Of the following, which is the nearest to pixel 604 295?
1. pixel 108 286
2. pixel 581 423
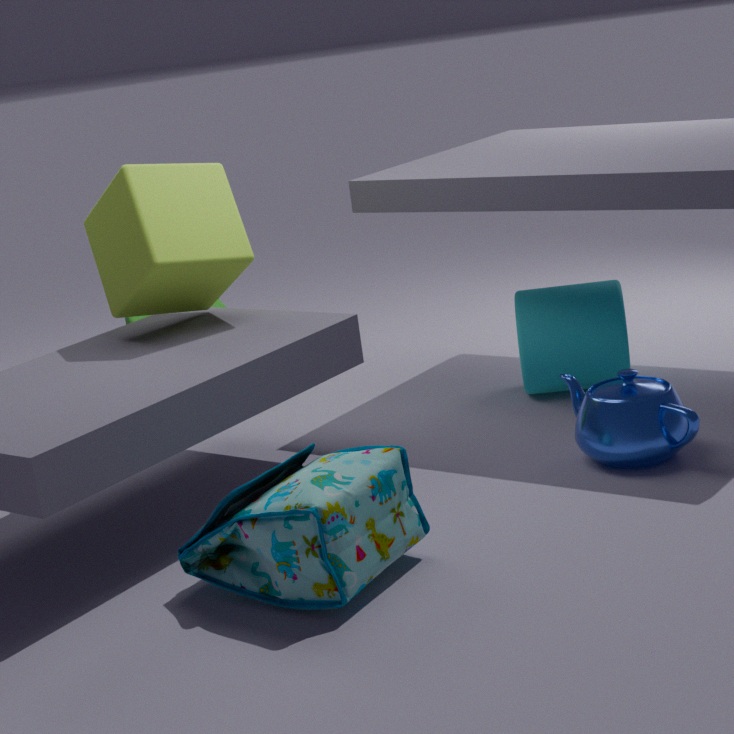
pixel 581 423
